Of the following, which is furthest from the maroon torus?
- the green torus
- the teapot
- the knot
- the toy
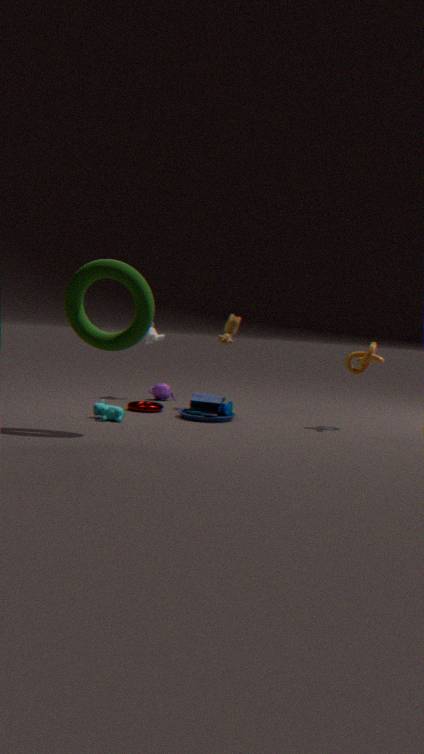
the knot
